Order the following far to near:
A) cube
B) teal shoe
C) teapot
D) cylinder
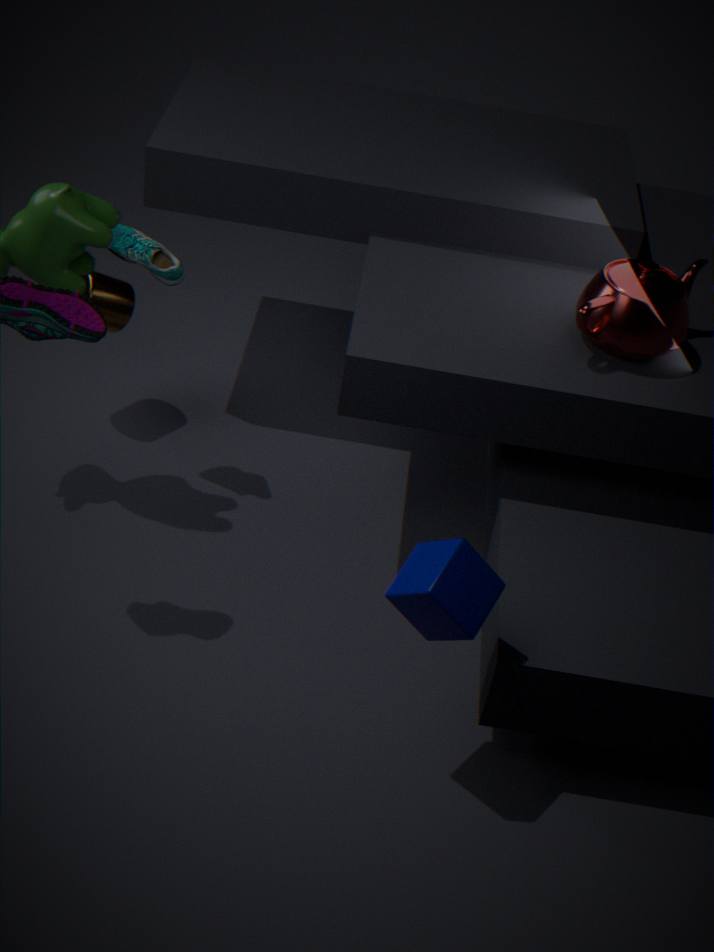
cylinder < teal shoe < teapot < cube
